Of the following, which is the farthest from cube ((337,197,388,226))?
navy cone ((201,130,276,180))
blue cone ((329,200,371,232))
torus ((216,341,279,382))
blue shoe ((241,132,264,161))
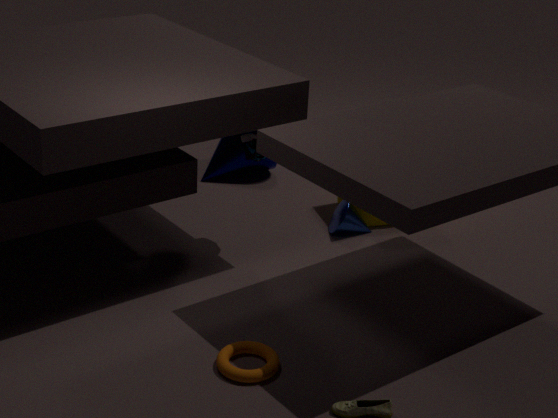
torus ((216,341,279,382))
